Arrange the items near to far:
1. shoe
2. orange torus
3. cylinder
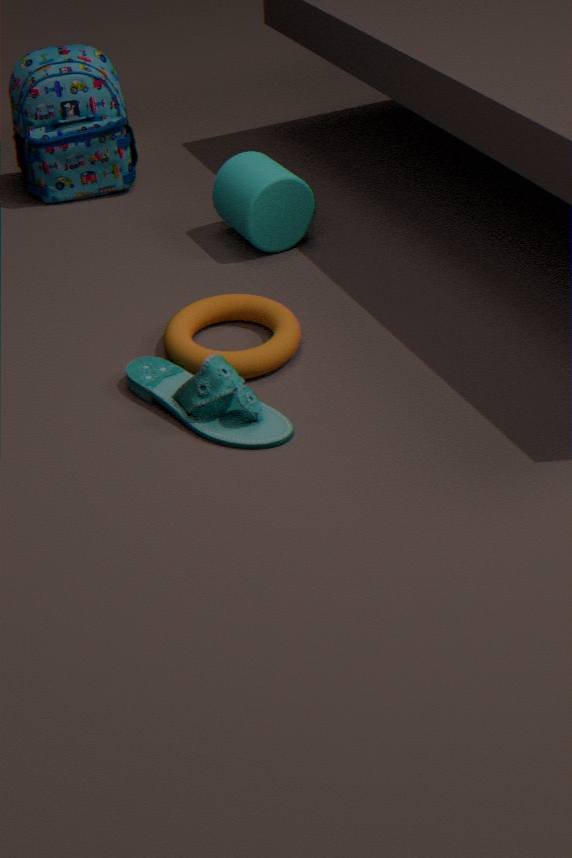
shoe → orange torus → cylinder
